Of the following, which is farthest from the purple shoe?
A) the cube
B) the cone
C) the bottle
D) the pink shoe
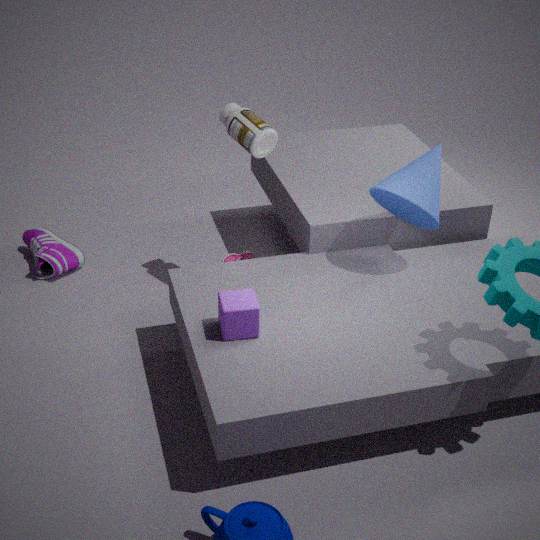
the cone
